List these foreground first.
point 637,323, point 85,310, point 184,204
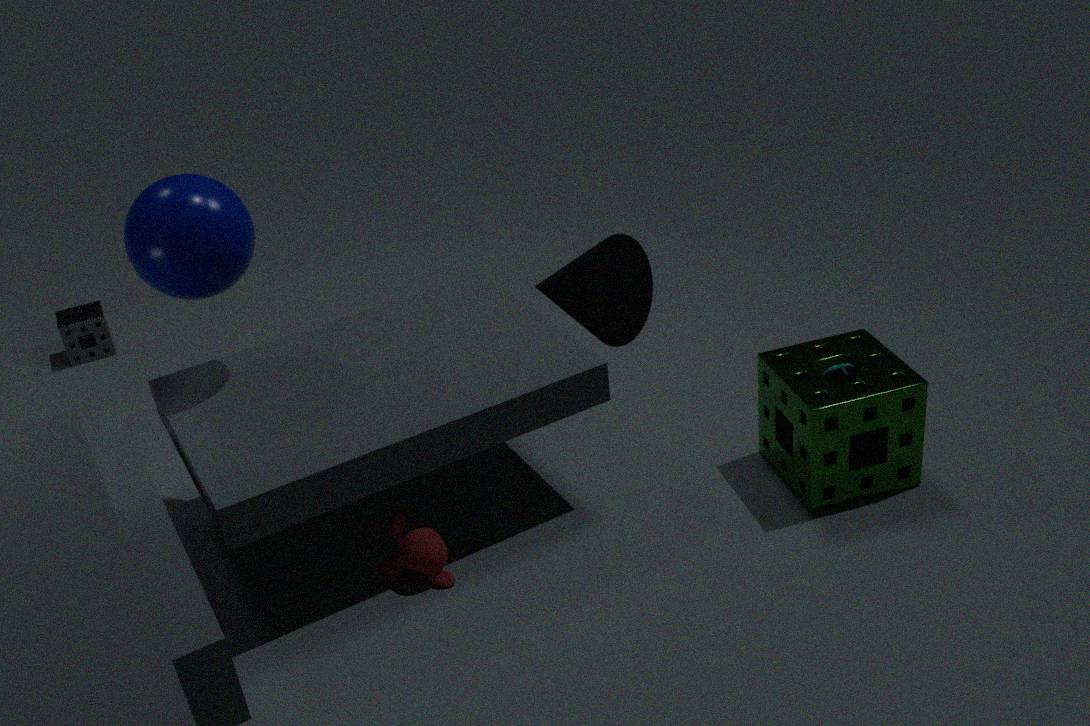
point 637,323 < point 184,204 < point 85,310
